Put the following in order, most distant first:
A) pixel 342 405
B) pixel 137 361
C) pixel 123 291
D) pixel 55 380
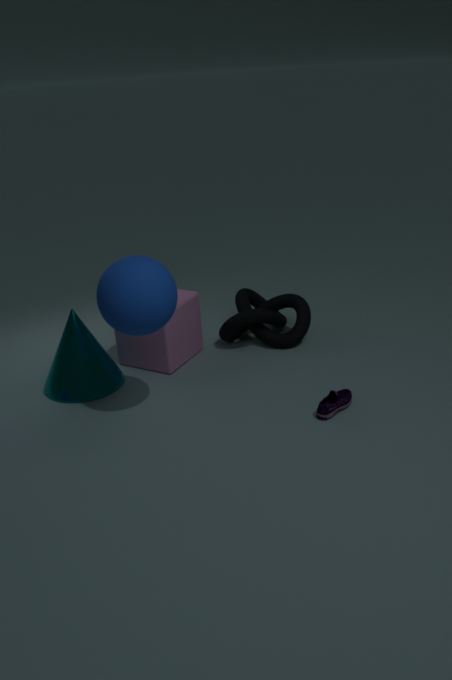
1. pixel 137 361
2. pixel 55 380
3. pixel 342 405
4. pixel 123 291
